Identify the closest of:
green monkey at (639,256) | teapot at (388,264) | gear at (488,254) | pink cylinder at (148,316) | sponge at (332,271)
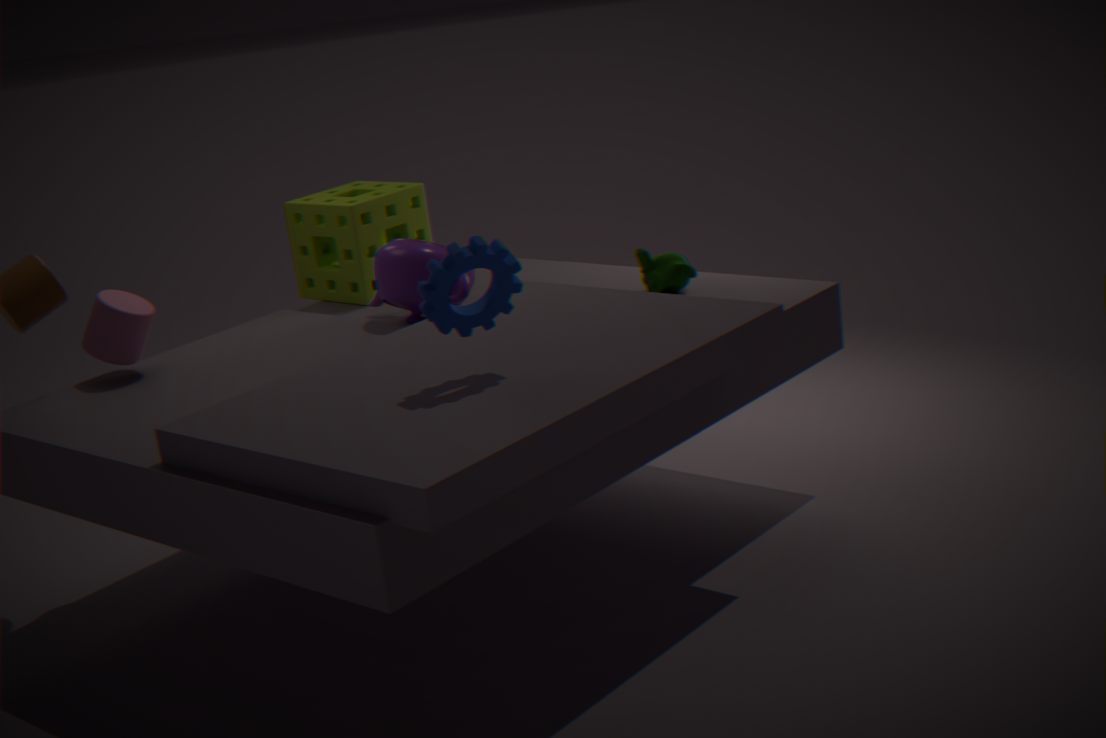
gear at (488,254)
